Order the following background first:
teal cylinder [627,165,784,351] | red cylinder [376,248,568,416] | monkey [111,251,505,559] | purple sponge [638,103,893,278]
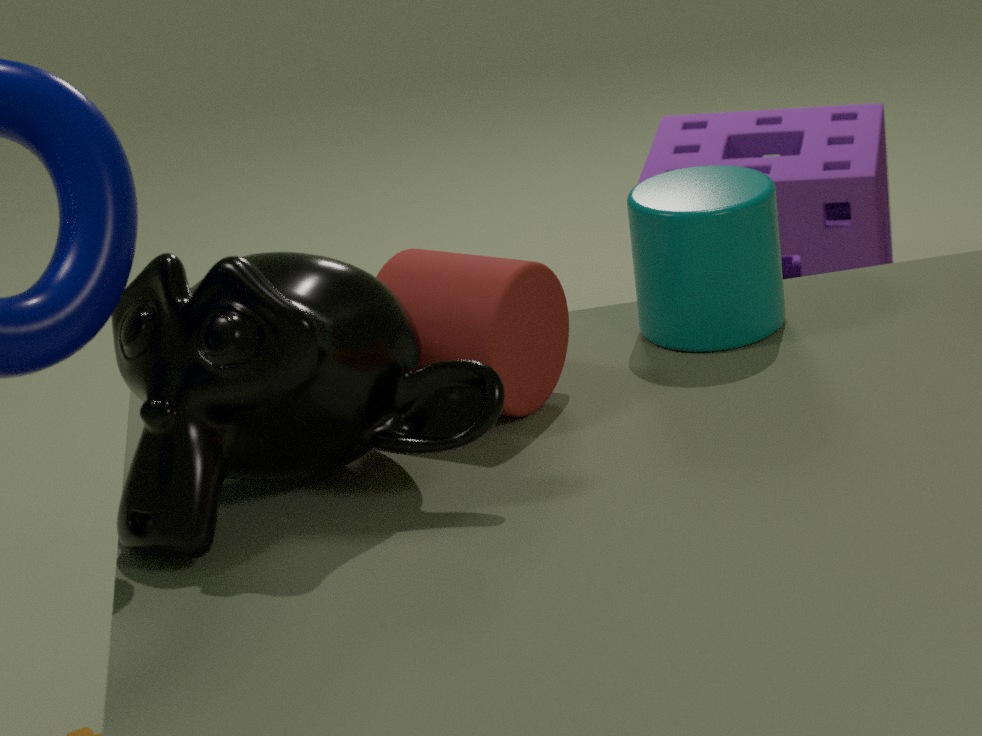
purple sponge [638,103,893,278] < teal cylinder [627,165,784,351] < red cylinder [376,248,568,416] < monkey [111,251,505,559]
